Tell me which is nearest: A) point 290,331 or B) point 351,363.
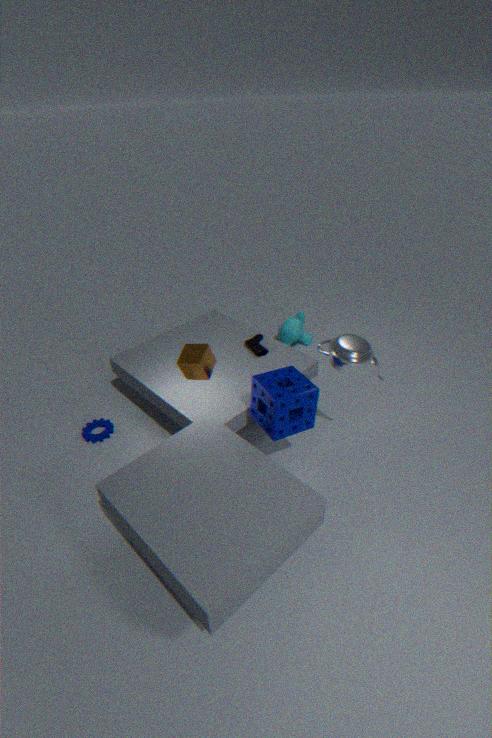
B. point 351,363
